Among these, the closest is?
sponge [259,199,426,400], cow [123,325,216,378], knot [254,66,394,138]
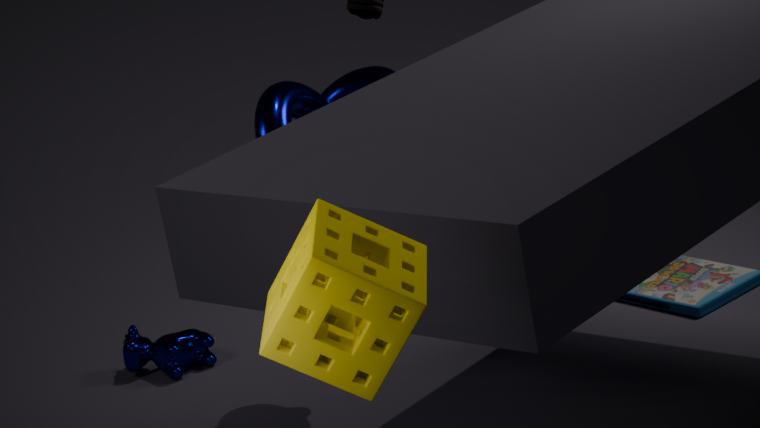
sponge [259,199,426,400]
